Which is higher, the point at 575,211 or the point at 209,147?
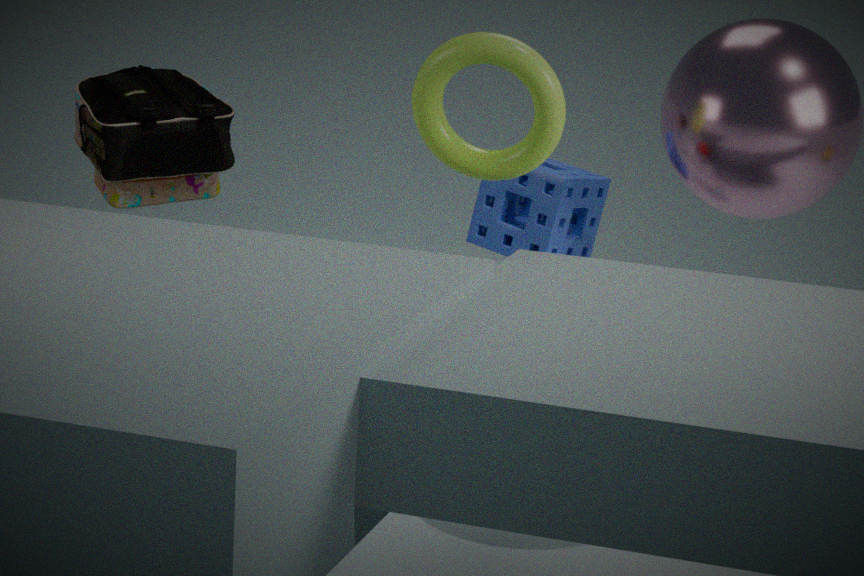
the point at 209,147
